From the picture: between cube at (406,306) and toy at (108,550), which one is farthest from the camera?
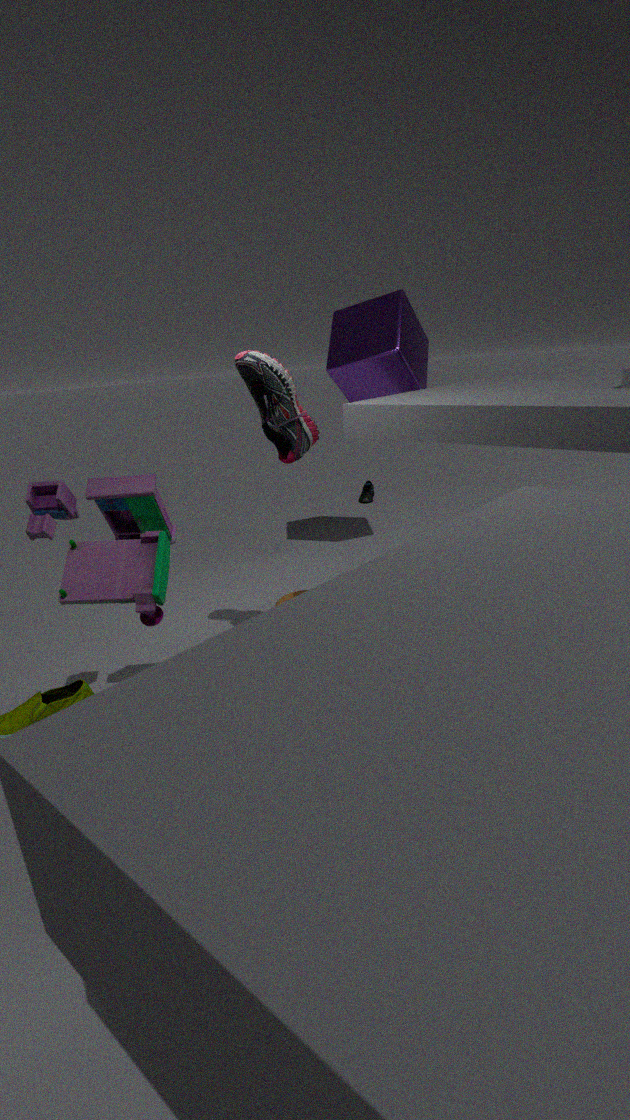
cube at (406,306)
